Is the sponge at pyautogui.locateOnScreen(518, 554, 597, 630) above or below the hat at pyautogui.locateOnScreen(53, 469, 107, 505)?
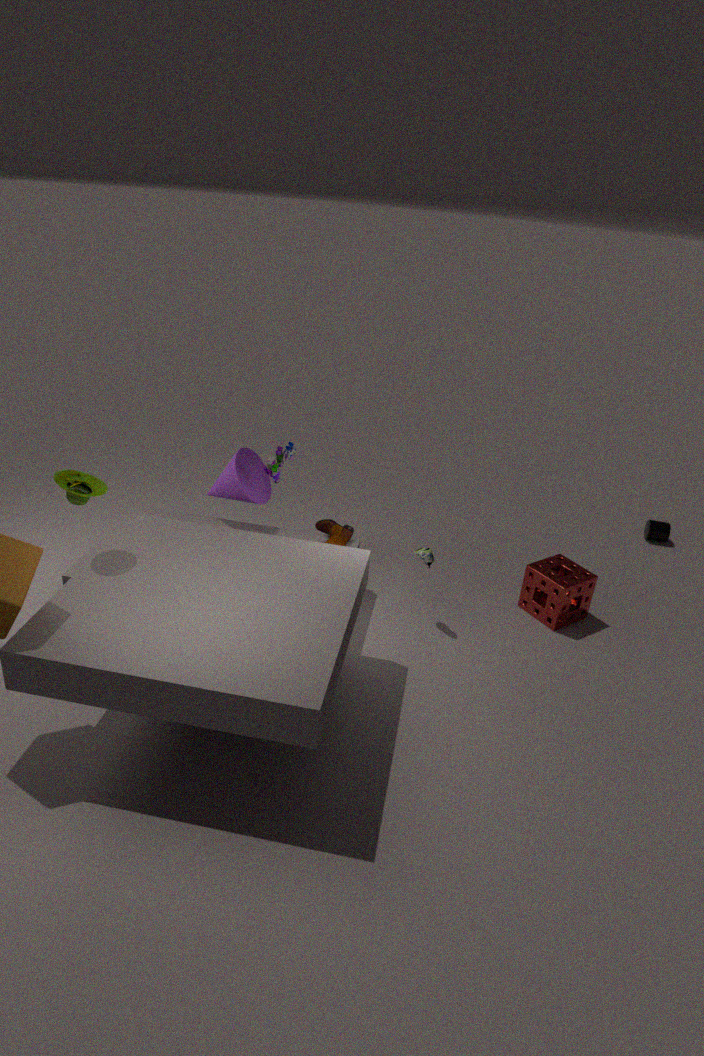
below
